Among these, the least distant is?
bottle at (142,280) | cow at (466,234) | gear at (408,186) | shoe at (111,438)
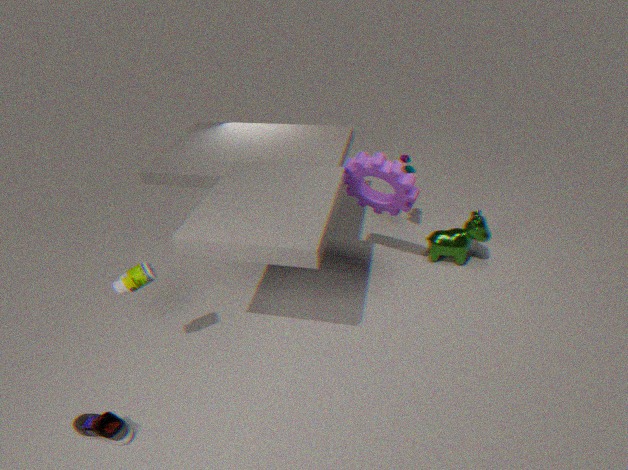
shoe at (111,438)
